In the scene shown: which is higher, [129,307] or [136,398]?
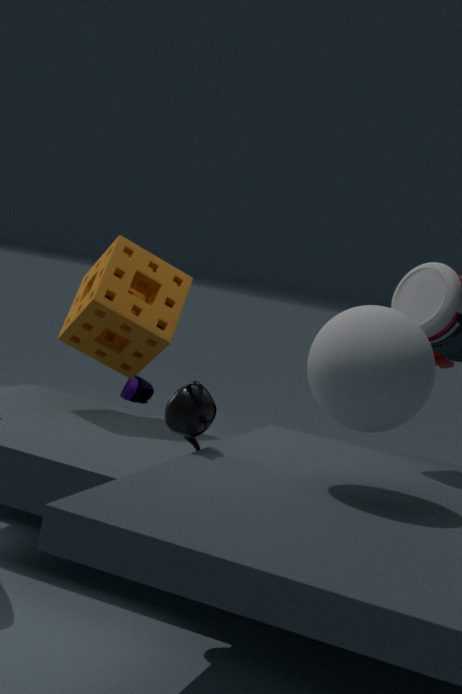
[129,307]
